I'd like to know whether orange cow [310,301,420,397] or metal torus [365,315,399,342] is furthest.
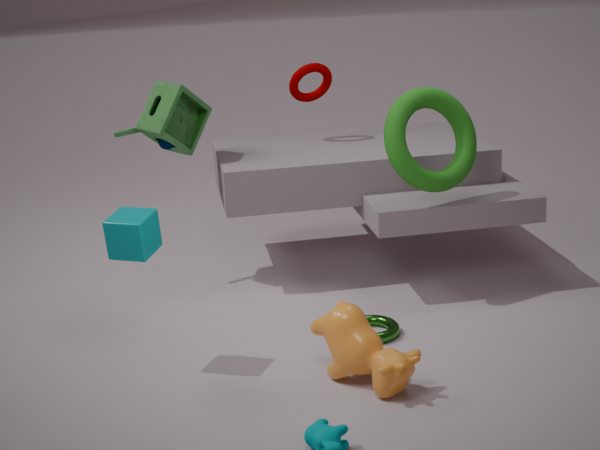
metal torus [365,315,399,342]
